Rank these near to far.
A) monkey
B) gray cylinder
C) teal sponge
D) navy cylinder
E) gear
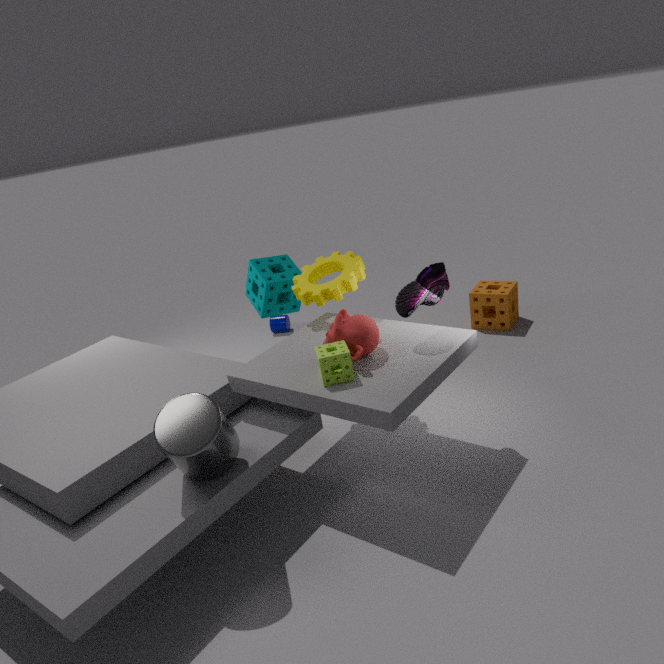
gray cylinder
monkey
gear
teal sponge
navy cylinder
